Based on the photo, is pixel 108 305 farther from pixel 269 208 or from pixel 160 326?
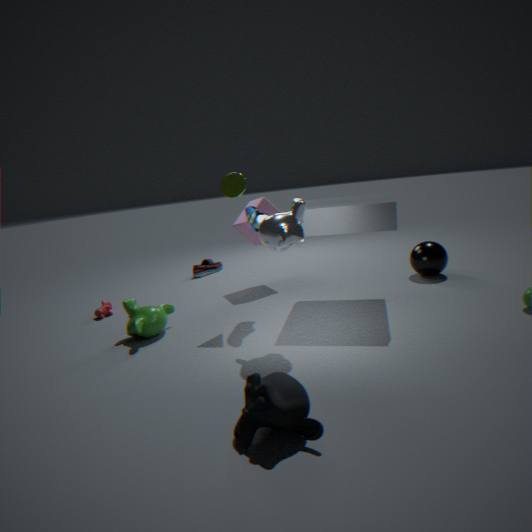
pixel 269 208
